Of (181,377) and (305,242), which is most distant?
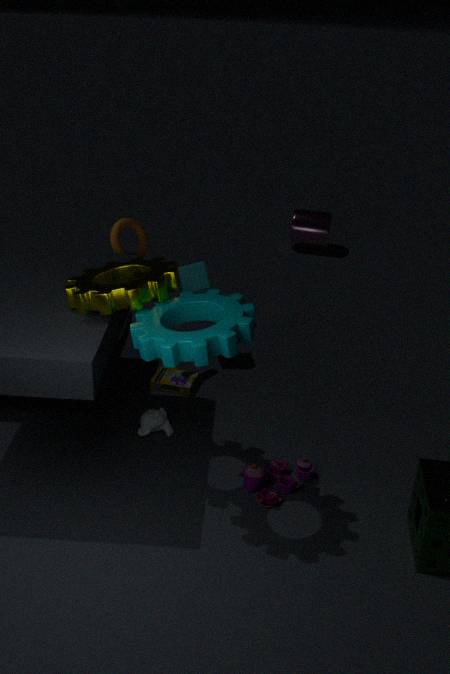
(305,242)
